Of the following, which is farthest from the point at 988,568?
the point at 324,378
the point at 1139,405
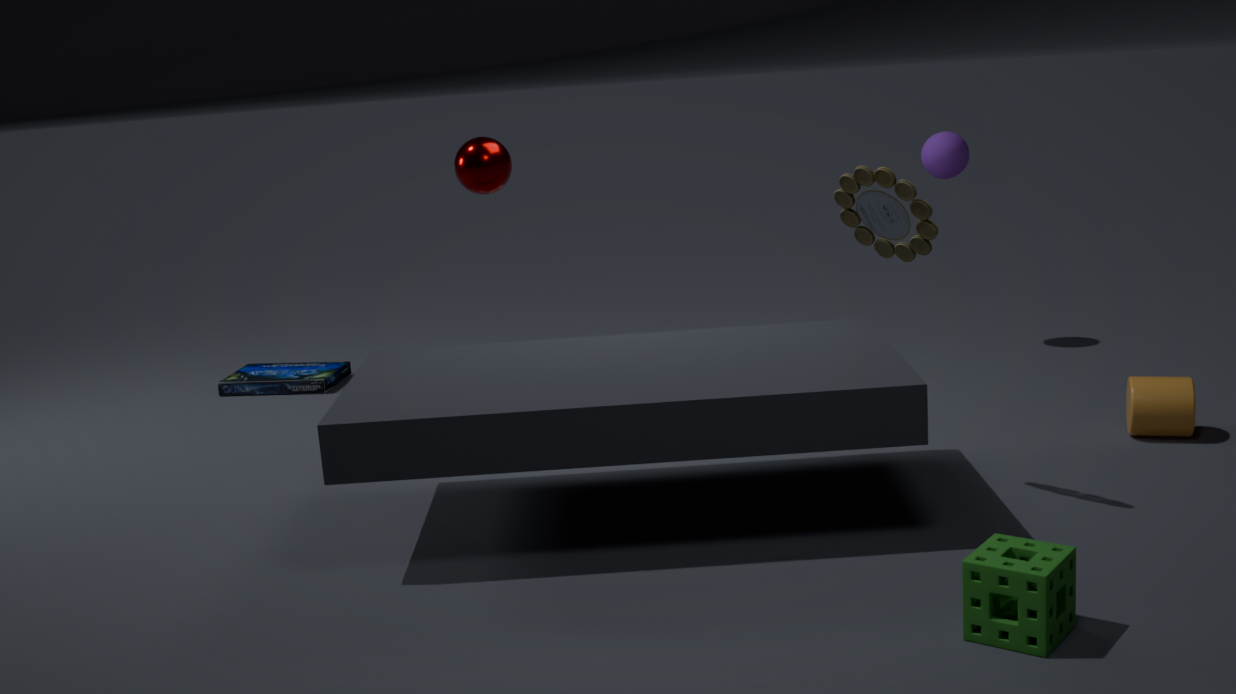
the point at 324,378
